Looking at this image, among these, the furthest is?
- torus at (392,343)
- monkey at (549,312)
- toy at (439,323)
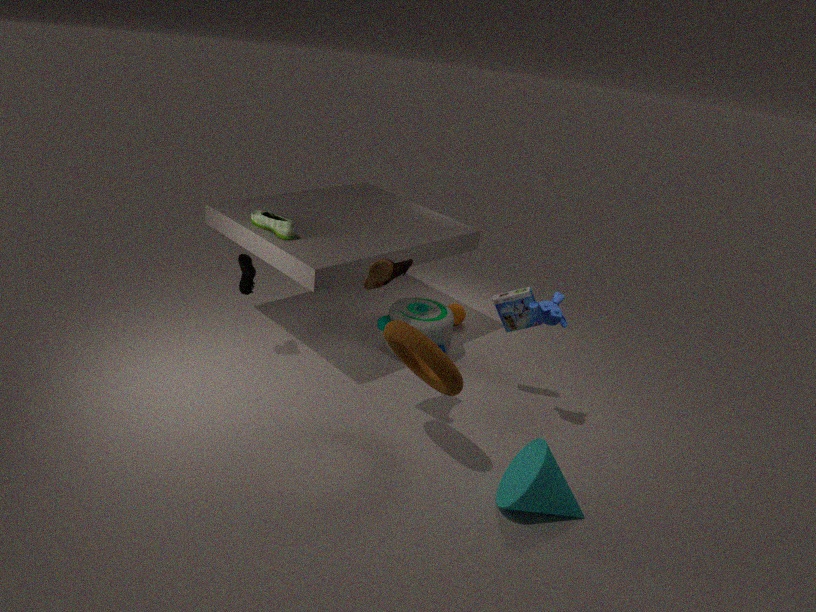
toy at (439,323)
